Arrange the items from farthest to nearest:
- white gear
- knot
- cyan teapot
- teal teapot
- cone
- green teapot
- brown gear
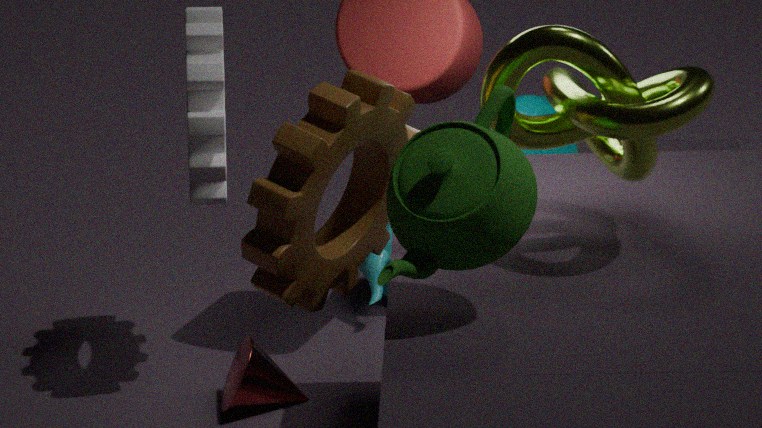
1. cyan teapot
2. teal teapot
3. cone
4. white gear
5. knot
6. brown gear
7. green teapot
